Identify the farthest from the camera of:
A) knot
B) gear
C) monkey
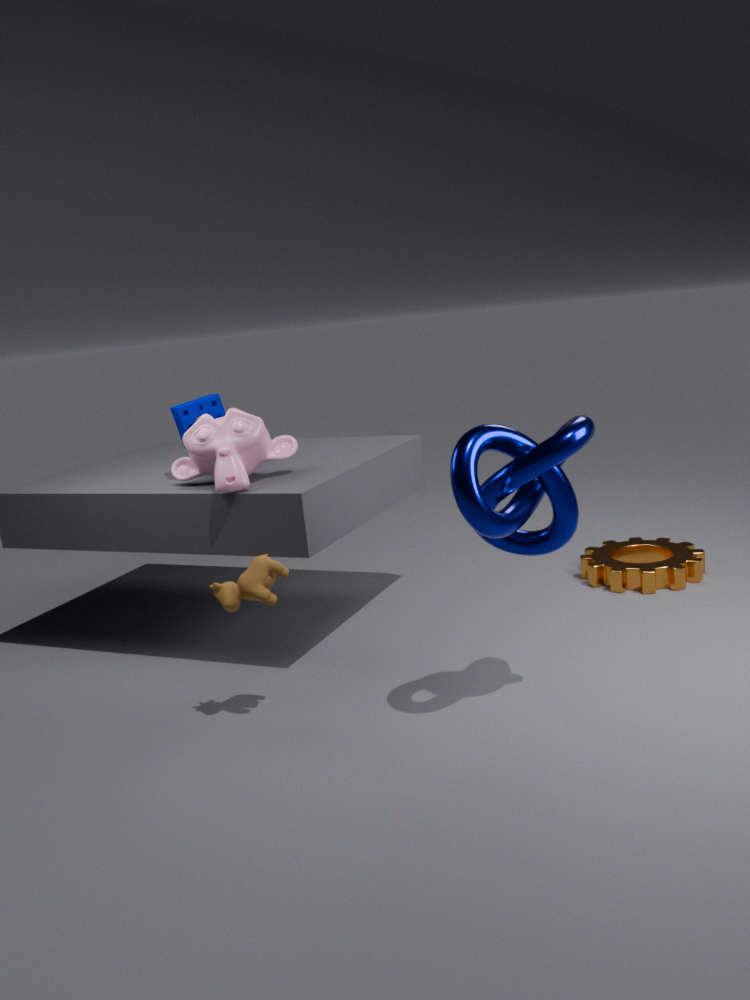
gear
